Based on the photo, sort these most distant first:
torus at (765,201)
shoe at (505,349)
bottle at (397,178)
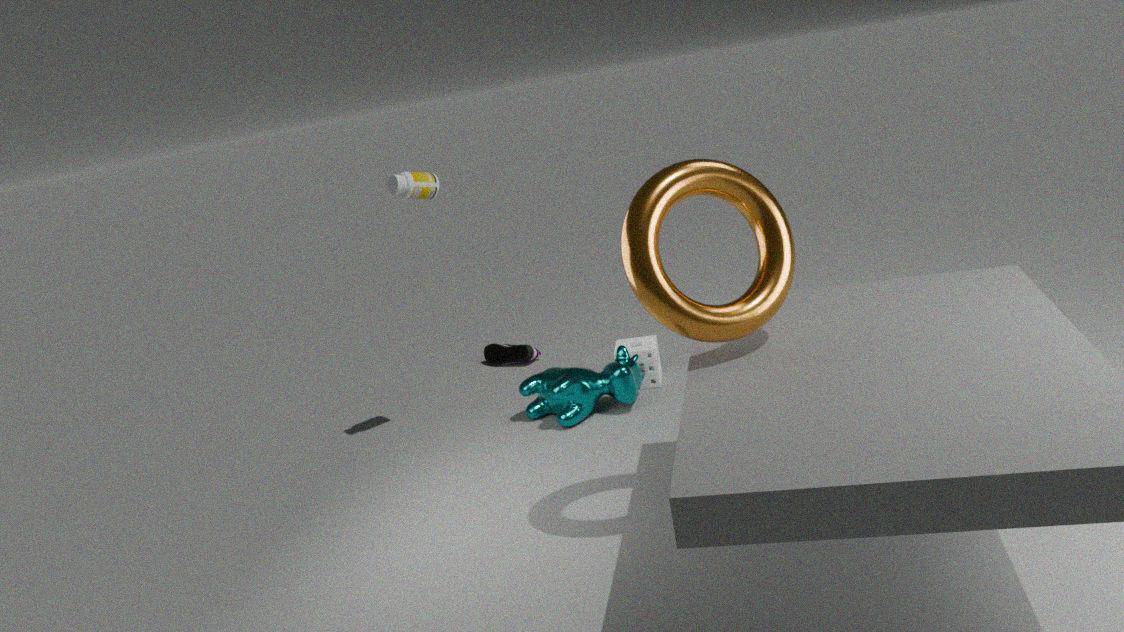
shoe at (505,349) → bottle at (397,178) → torus at (765,201)
